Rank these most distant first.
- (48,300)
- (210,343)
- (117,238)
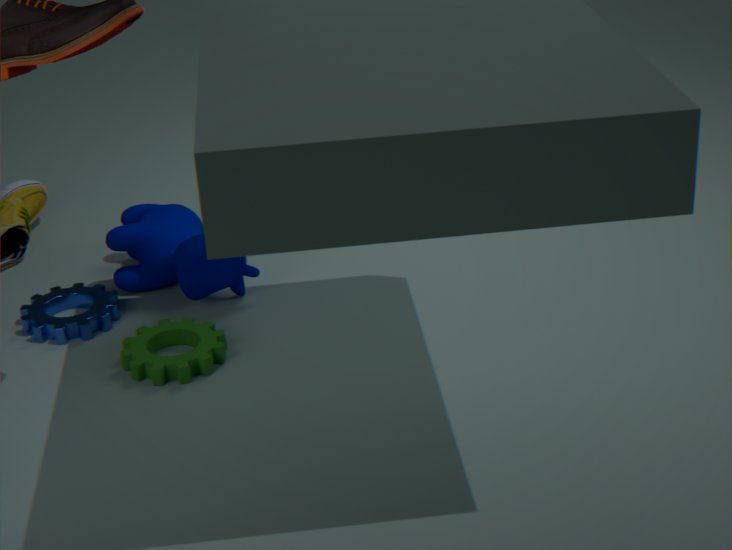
(117,238), (48,300), (210,343)
